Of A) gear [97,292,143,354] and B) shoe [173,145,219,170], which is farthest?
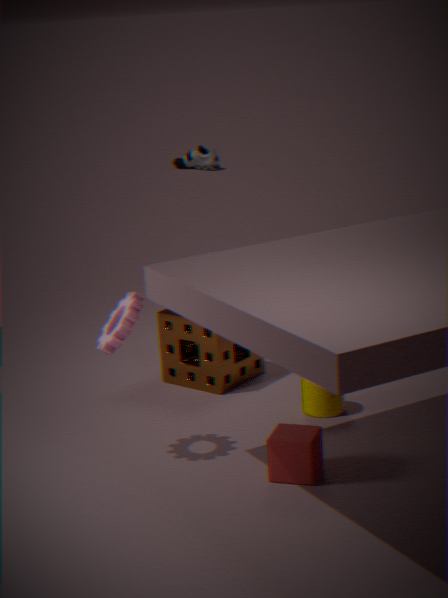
B. shoe [173,145,219,170]
